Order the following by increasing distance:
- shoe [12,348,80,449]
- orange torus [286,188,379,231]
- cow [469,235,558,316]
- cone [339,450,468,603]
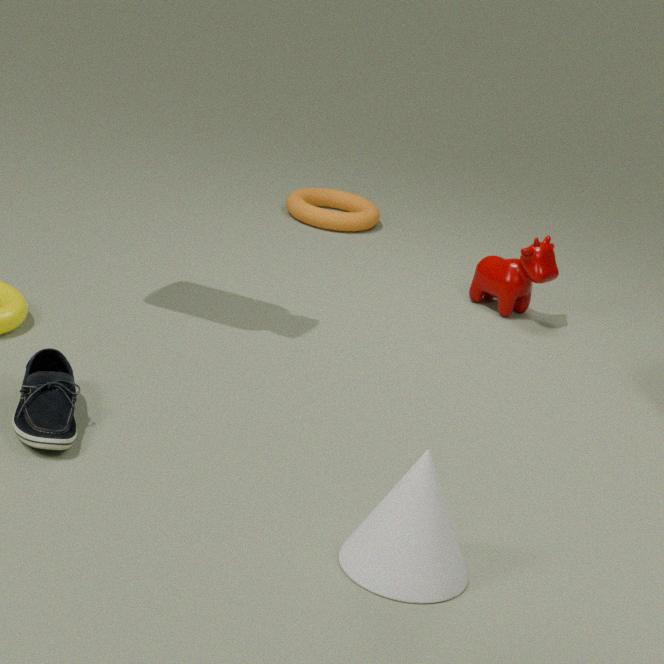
cone [339,450,468,603] → shoe [12,348,80,449] → cow [469,235,558,316] → orange torus [286,188,379,231]
